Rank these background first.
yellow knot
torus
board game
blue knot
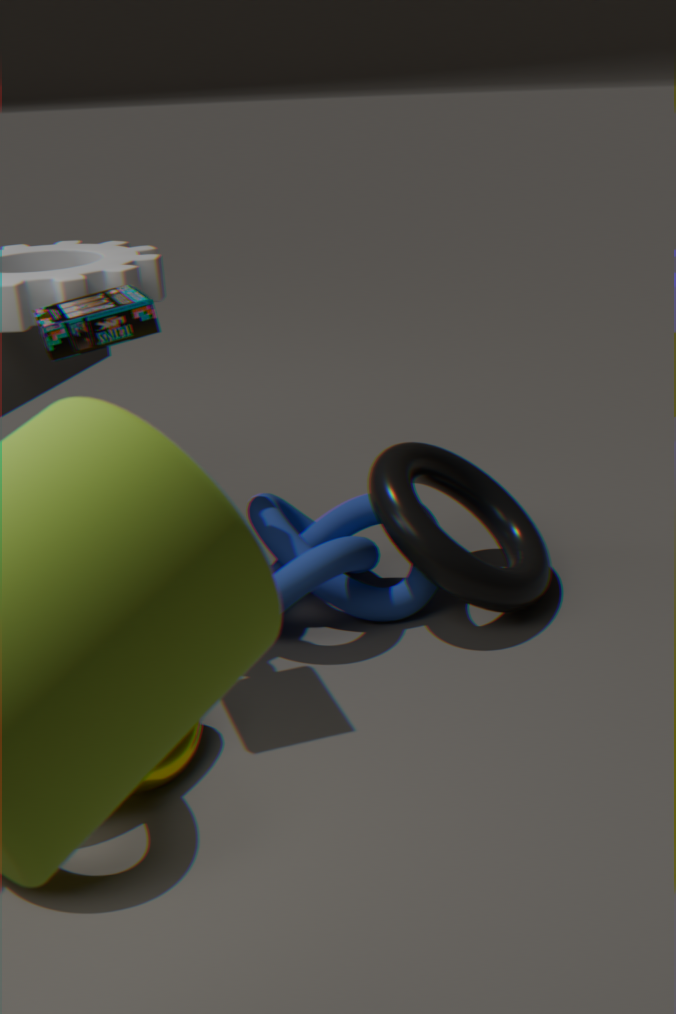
torus, blue knot, yellow knot, board game
